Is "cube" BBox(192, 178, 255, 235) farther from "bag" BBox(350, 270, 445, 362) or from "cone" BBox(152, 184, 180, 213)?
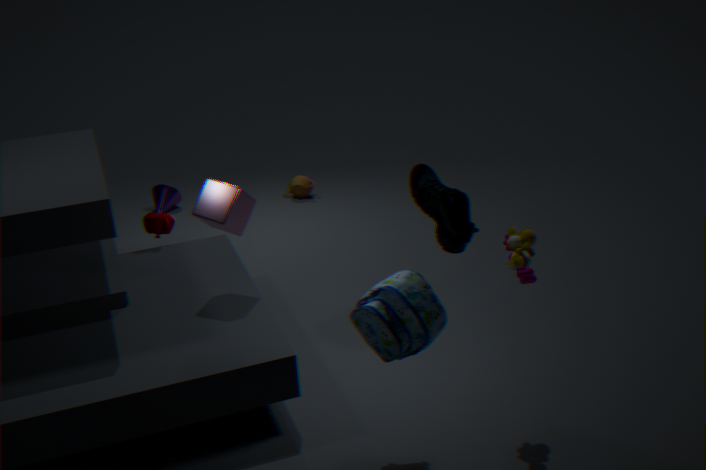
"cone" BBox(152, 184, 180, 213)
